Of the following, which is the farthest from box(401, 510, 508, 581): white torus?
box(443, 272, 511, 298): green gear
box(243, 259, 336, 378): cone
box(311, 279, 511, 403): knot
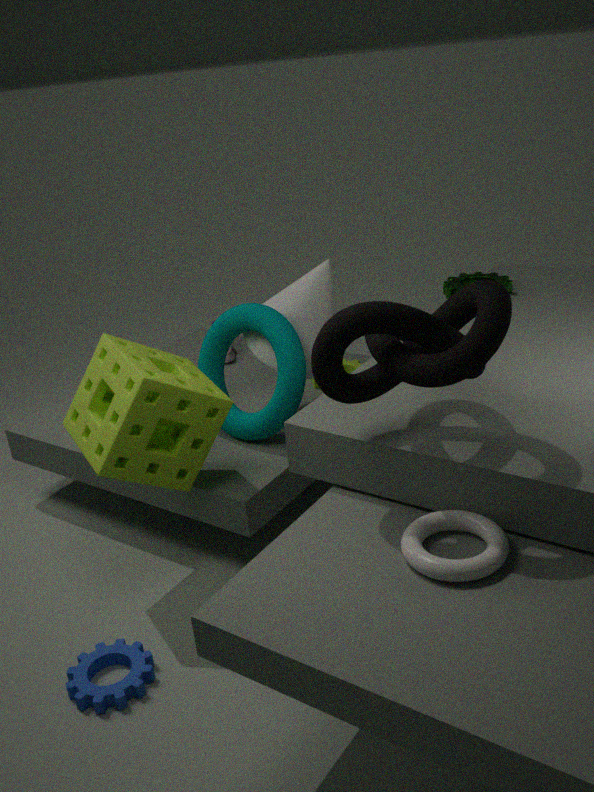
box(443, 272, 511, 298): green gear
